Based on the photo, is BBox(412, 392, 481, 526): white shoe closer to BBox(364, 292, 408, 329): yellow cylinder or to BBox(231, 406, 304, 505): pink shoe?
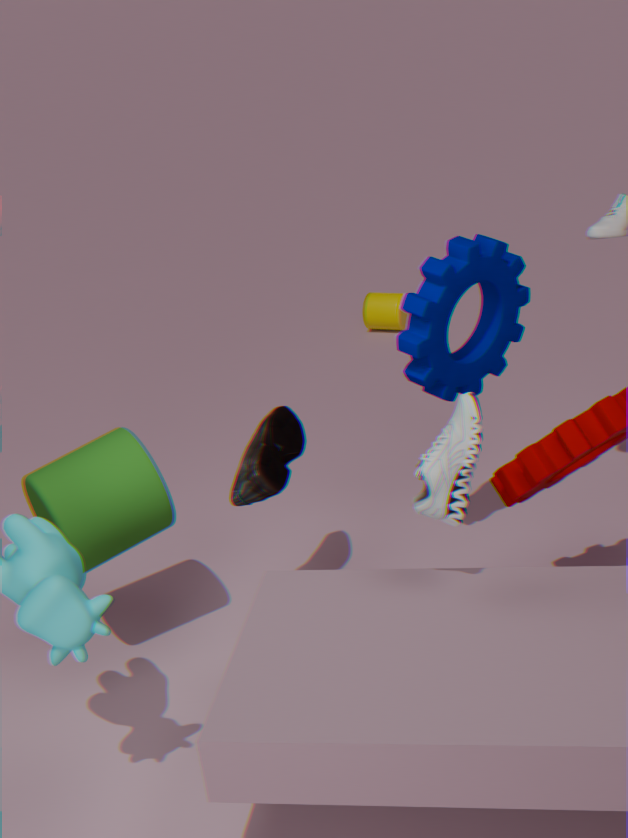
BBox(231, 406, 304, 505): pink shoe
